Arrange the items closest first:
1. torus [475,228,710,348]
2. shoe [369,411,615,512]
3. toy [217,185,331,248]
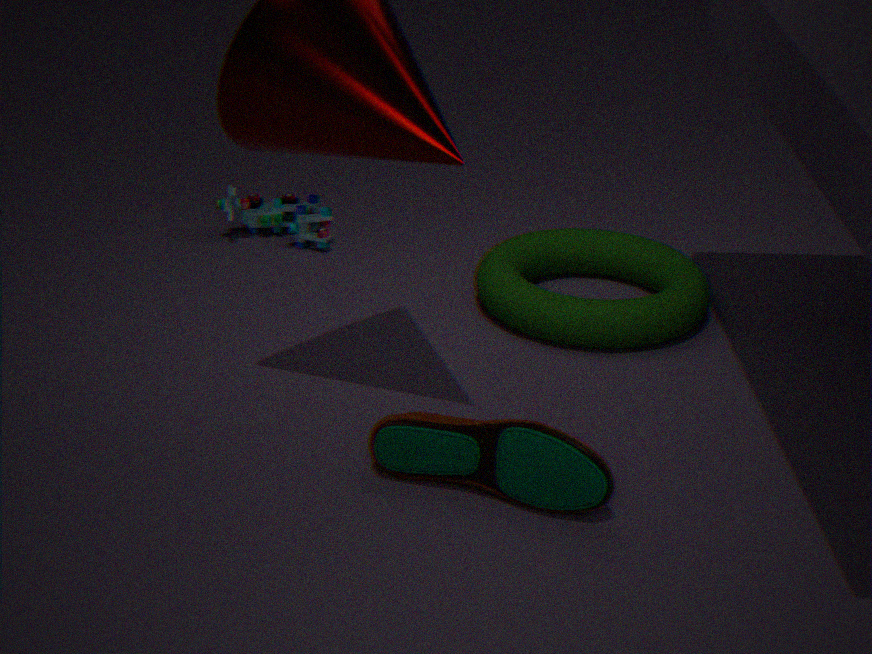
shoe [369,411,615,512] → torus [475,228,710,348] → toy [217,185,331,248]
